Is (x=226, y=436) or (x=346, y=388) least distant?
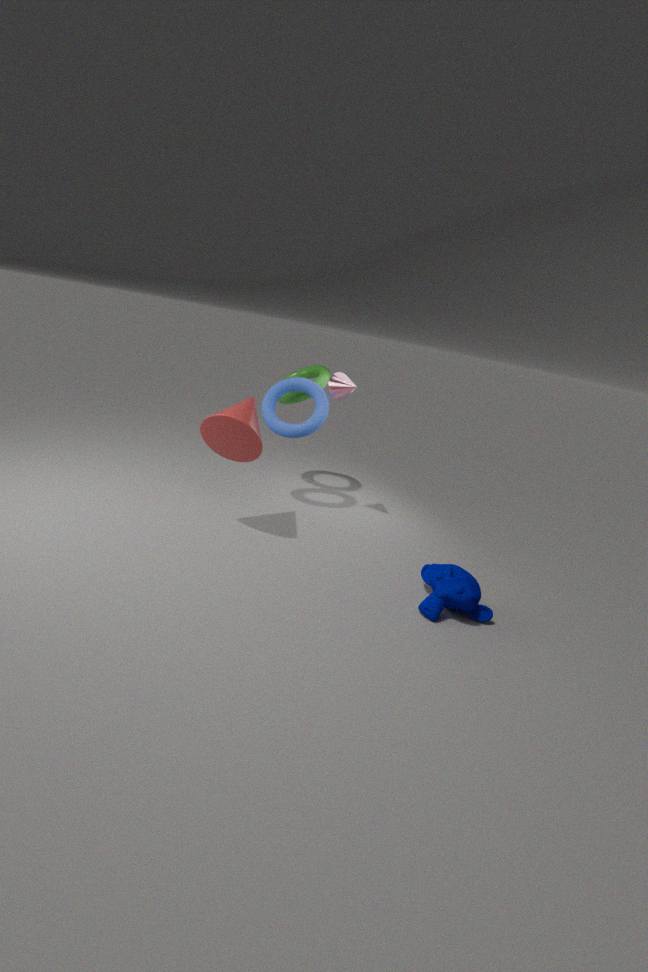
(x=226, y=436)
